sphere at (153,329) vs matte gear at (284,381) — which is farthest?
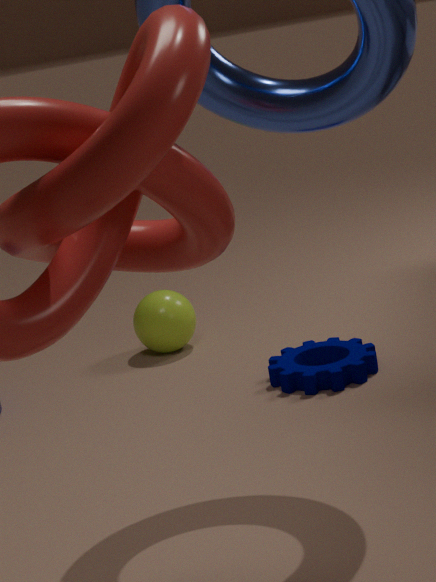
sphere at (153,329)
